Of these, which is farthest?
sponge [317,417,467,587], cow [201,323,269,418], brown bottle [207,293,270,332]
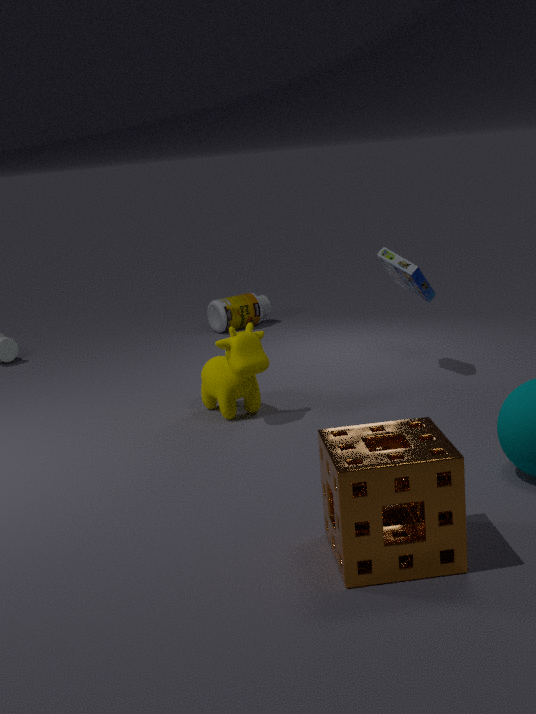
brown bottle [207,293,270,332]
